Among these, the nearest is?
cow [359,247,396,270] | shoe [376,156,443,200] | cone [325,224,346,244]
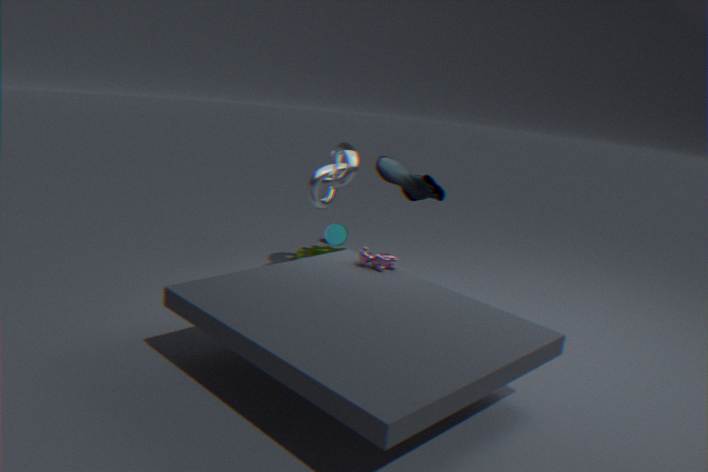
cow [359,247,396,270]
